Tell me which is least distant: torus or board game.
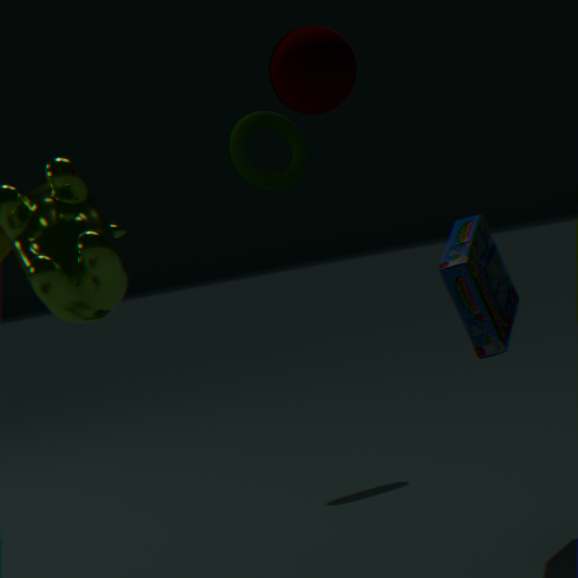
board game
